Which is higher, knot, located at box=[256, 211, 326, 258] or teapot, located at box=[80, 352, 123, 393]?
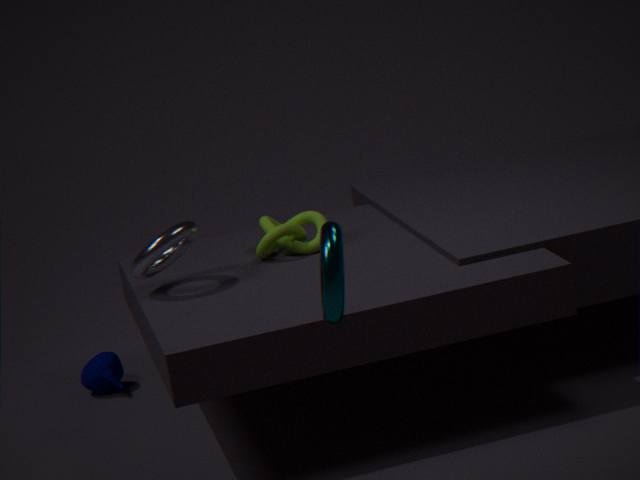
knot, located at box=[256, 211, 326, 258]
